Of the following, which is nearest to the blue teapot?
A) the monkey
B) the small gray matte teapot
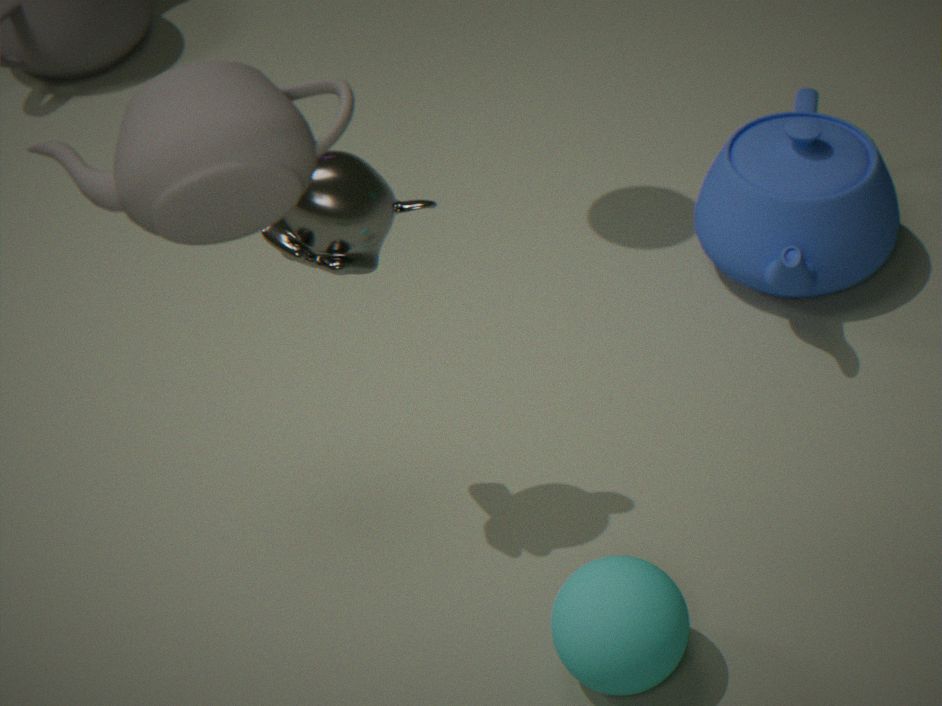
the monkey
